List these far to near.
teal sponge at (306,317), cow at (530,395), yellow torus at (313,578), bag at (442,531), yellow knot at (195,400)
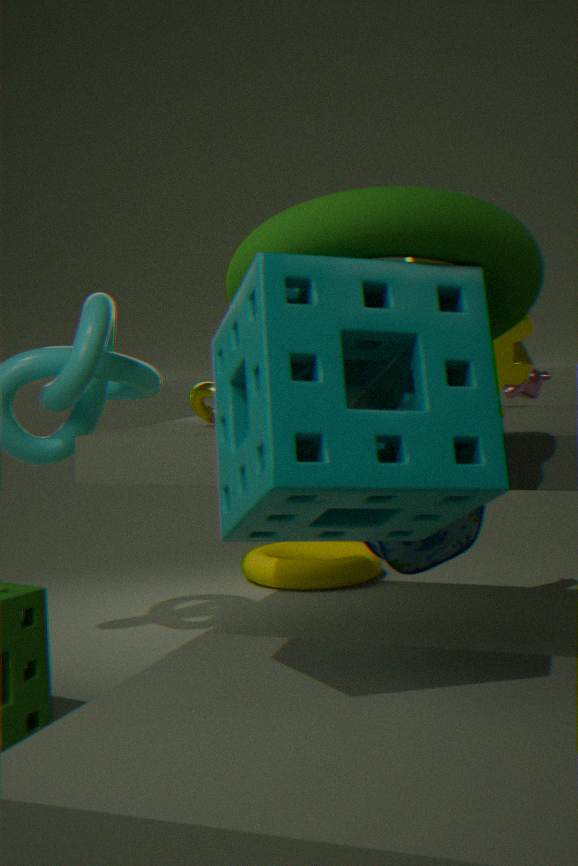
yellow torus at (313,578), cow at (530,395), yellow knot at (195,400), bag at (442,531), teal sponge at (306,317)
